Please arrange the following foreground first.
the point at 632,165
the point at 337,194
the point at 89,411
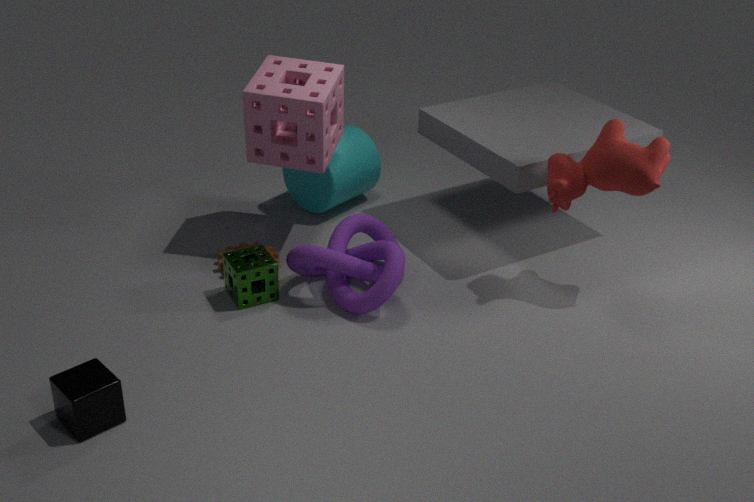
the point at 89,411 → the point at 632,165 → the point at 337,194
